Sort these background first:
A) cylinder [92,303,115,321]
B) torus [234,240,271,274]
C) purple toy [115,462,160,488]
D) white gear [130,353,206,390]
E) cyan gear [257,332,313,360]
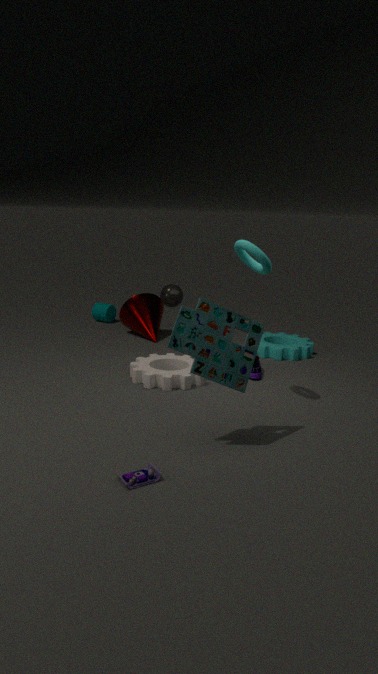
1. cylinder [92,303,115,321]
2. cyan gear [257,332,313,360]
3. white gear [130,353,206,390]
4. torus [234,240,271,274]
5. purple toy [115,462,160,488]
